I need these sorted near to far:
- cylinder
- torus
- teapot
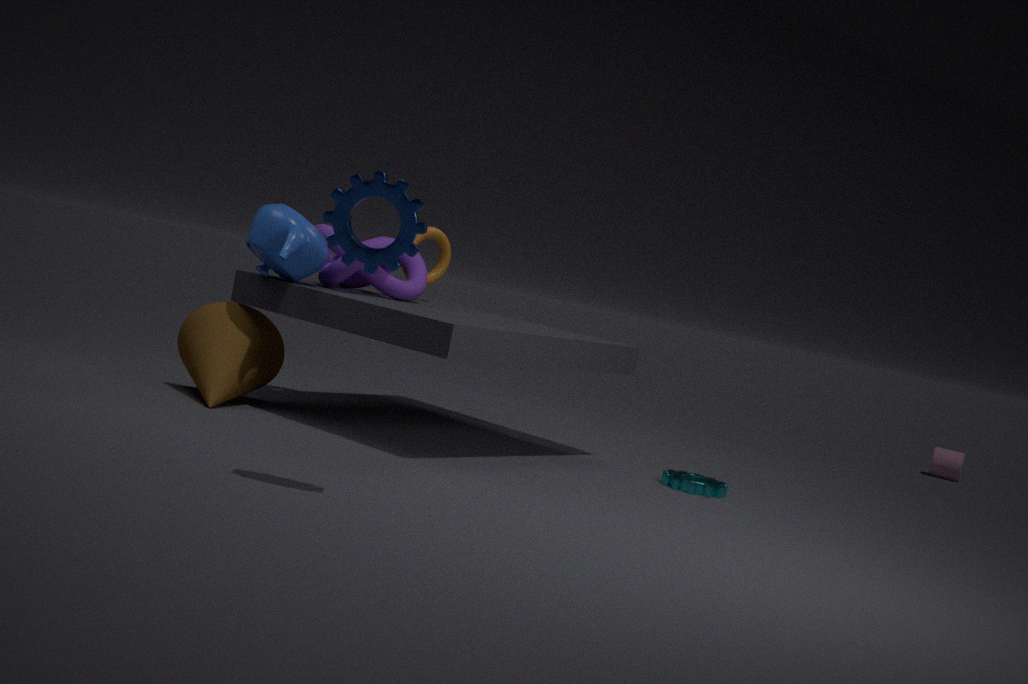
teapot < torus < cylinder
